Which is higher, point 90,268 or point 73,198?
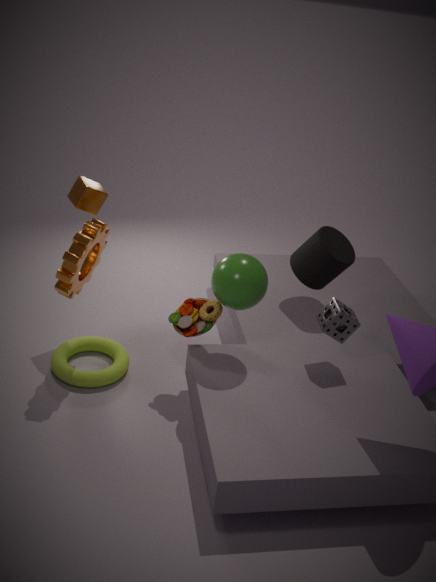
point 73,198
